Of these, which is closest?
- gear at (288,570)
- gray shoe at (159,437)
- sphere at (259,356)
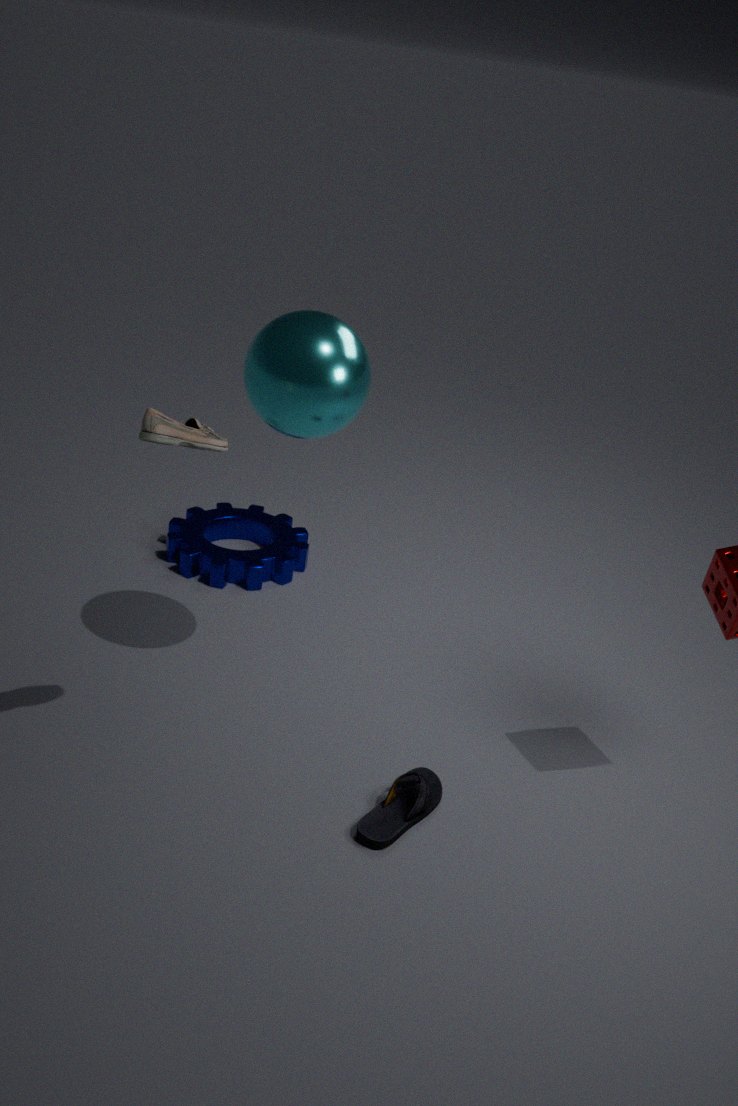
gray shoe at (159,437)
